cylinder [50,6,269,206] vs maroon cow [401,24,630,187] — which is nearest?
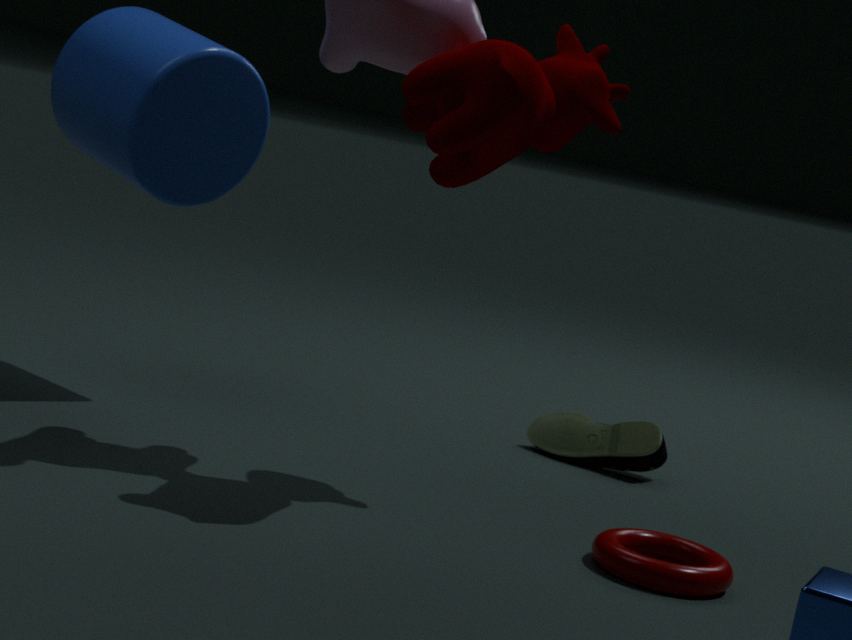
maroon cow [401,24,630,187]
